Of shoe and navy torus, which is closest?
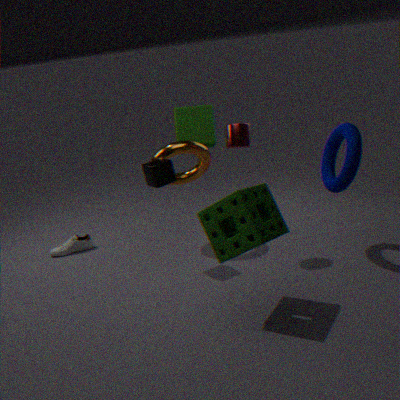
navy torus
